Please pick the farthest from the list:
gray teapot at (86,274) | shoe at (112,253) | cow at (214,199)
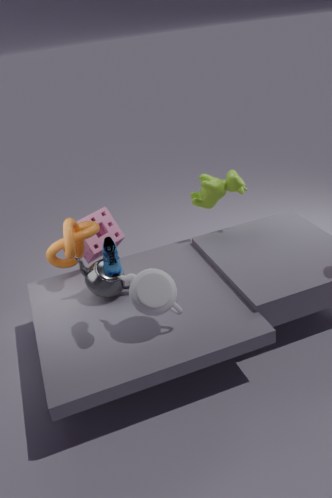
cow at (214,199)
